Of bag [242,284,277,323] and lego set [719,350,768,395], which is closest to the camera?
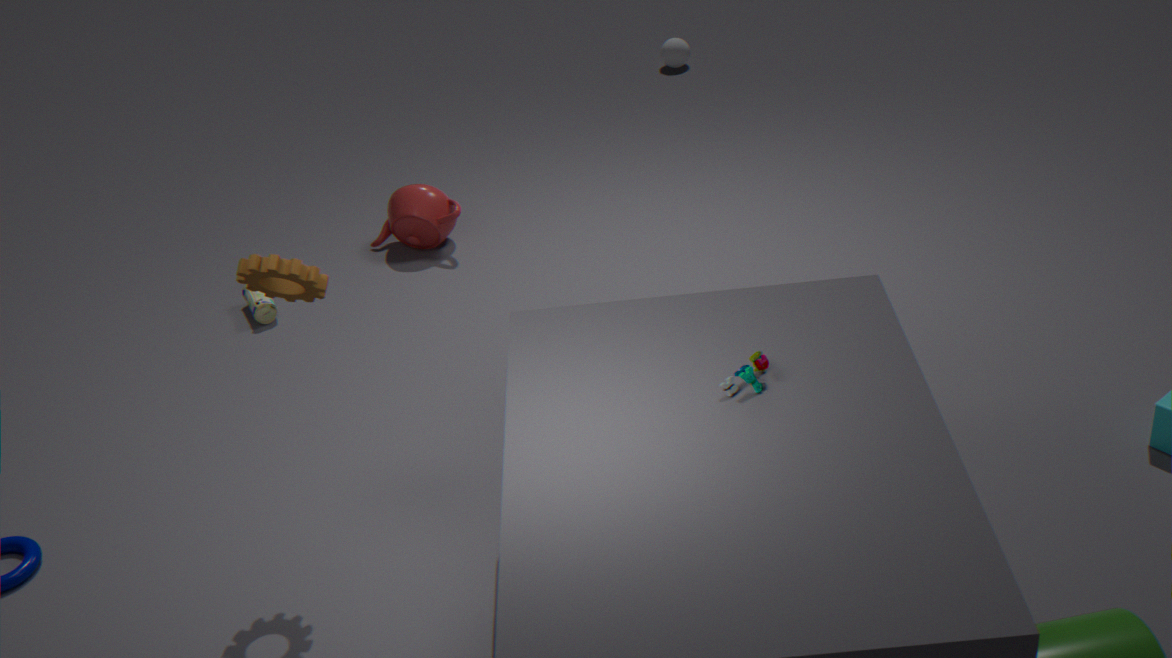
lego set [719,350,768,395]
